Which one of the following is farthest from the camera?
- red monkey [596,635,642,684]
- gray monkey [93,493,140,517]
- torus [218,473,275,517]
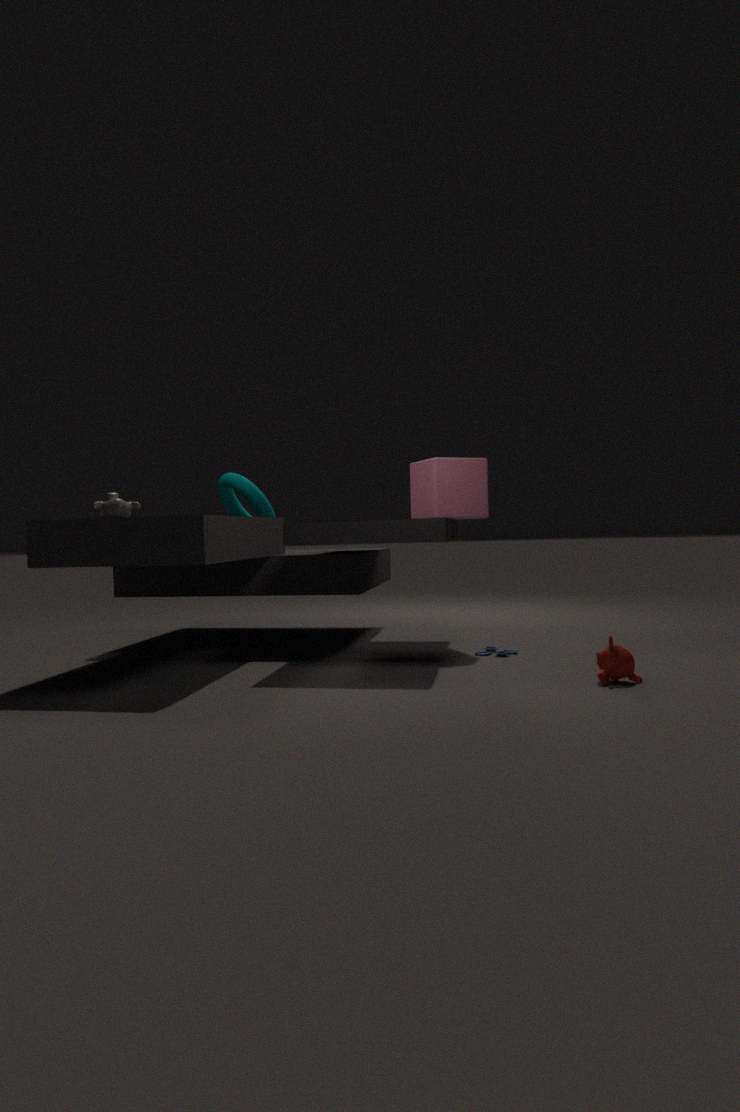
torus [218,473,275,517]
